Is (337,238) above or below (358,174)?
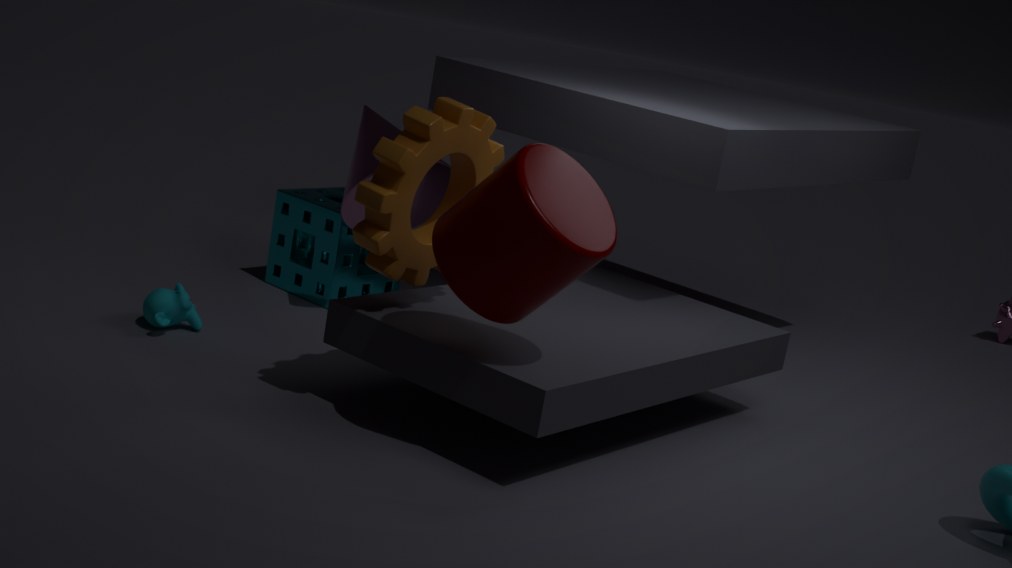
below
